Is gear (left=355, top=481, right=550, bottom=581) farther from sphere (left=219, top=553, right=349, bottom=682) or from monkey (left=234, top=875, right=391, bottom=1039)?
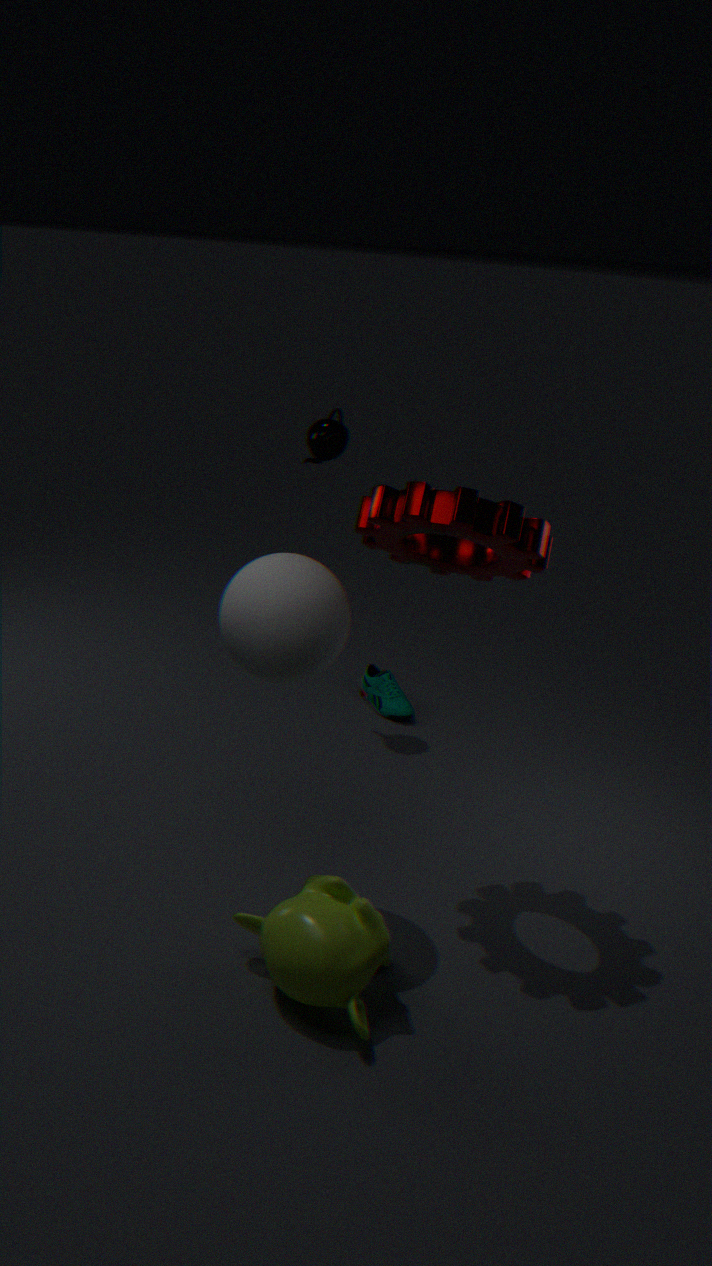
monkey (left=234, top=875, right=391, bottom=1039)
